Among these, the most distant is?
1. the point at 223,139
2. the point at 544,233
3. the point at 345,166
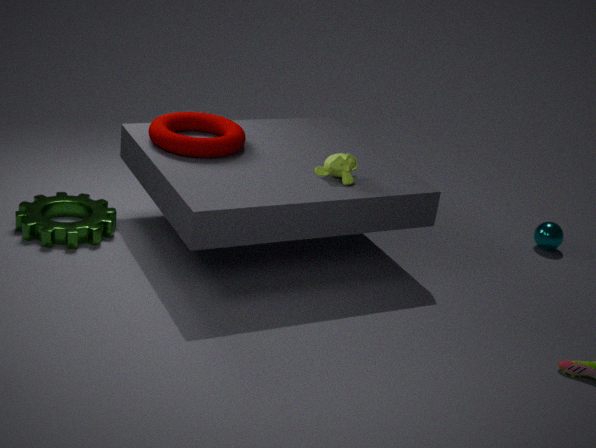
the point at 544,233
